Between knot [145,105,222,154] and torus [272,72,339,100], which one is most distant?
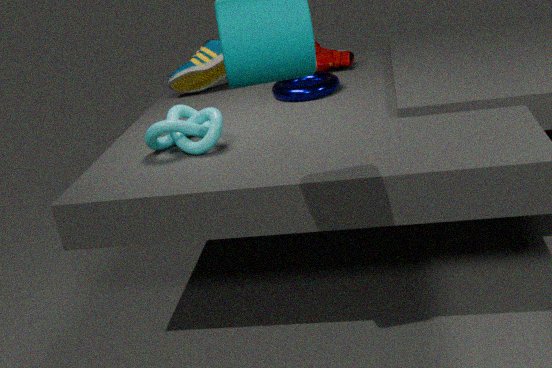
torus [272,72,339,100]
